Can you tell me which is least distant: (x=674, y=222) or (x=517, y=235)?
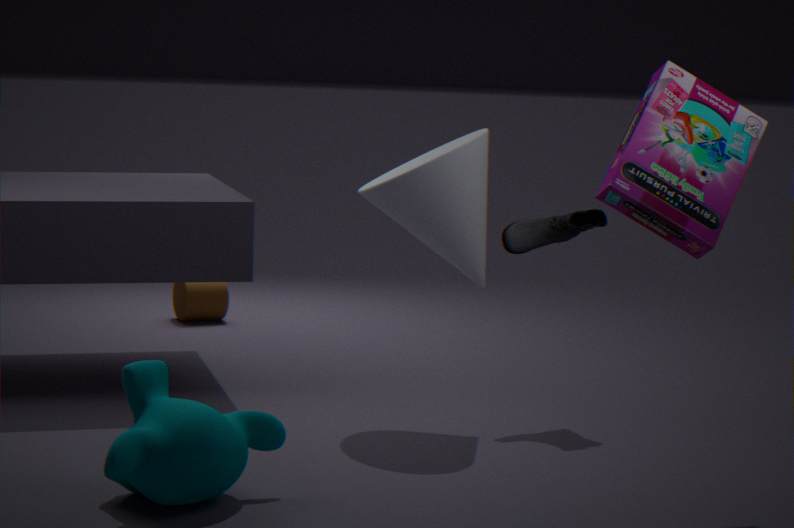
(x=674, y=222)
